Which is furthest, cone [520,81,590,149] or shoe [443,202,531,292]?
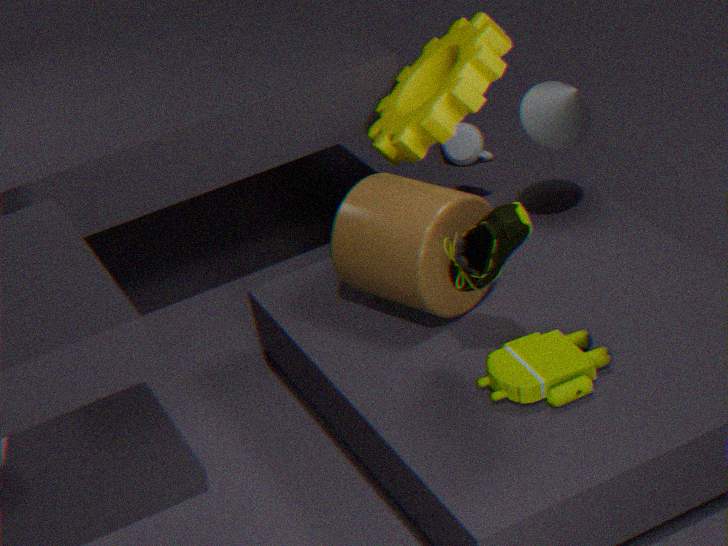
cone [520,81,590,149]
